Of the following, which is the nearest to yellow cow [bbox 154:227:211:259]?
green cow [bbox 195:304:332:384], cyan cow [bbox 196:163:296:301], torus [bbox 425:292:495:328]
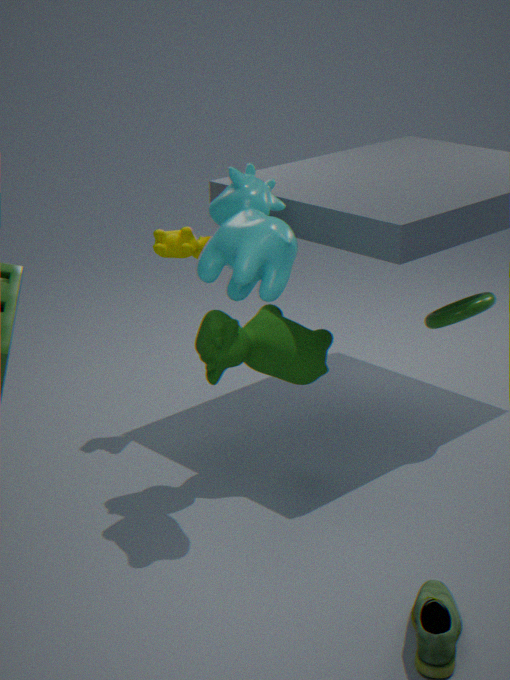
green cow [bbox 195:304:332:384]
